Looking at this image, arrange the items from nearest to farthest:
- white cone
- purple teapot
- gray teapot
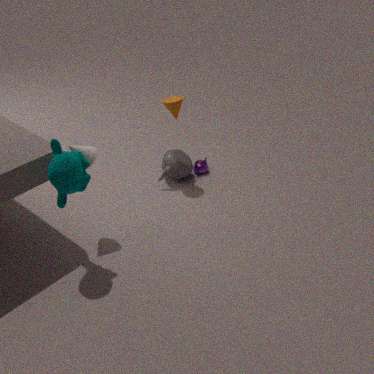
white cone → gray teapot → purple teapot
